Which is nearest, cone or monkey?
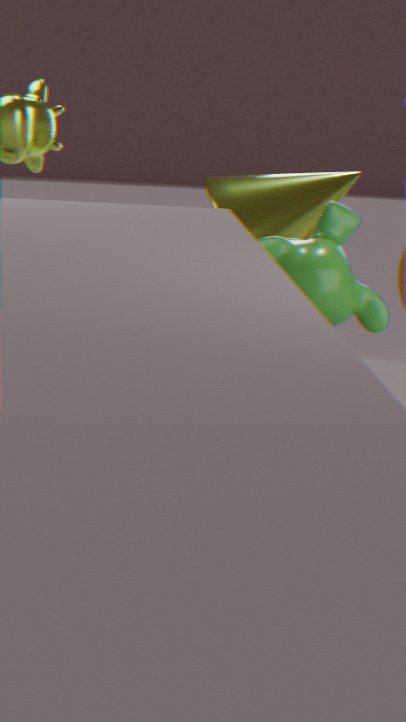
monkey
